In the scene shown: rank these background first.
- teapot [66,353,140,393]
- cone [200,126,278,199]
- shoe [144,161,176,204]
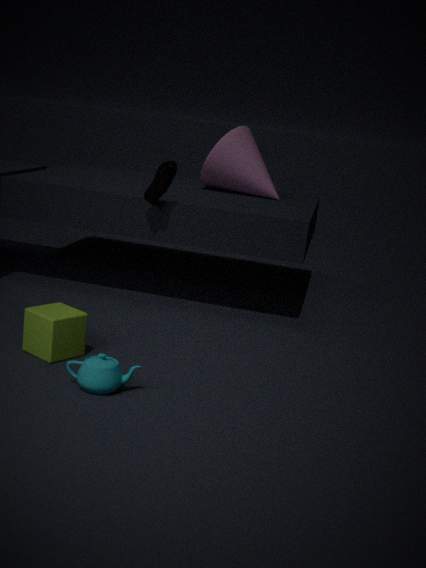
cone [200,126,278,199] → shoe [144,161,176,204] → teapot [66,353,140,393]
